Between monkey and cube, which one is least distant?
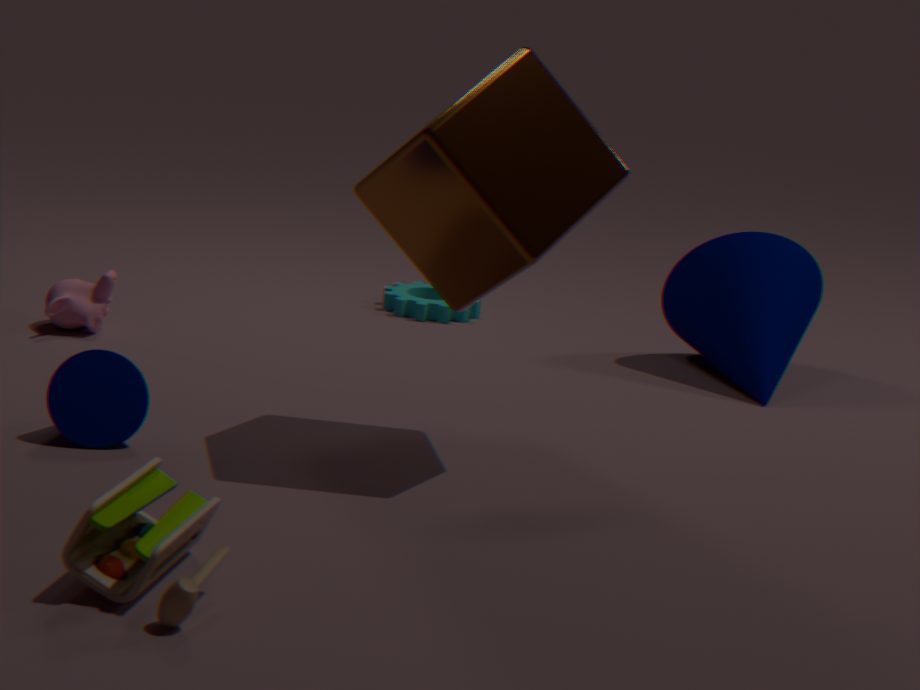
cube
